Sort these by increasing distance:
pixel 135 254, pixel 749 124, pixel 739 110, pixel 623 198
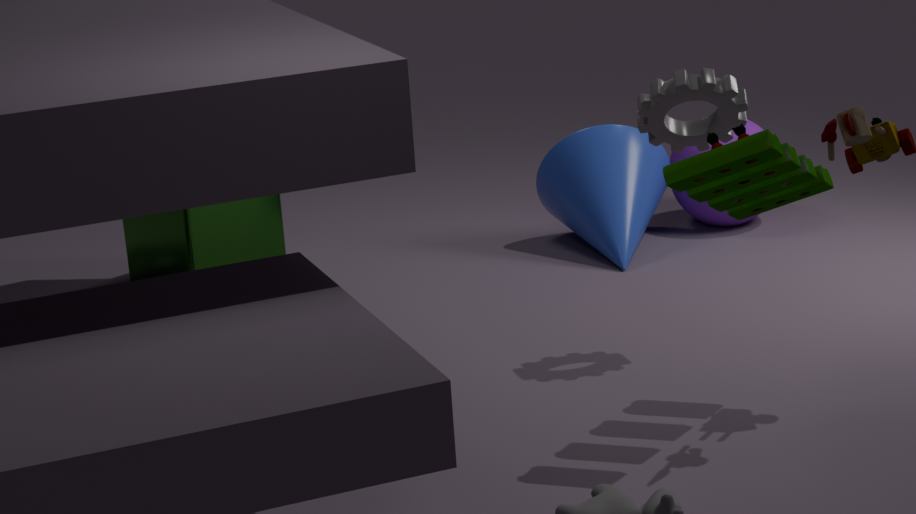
1. pixel 739 110
2. pixel 623 198
3. pixel 135 254
4. pixel 749 124
